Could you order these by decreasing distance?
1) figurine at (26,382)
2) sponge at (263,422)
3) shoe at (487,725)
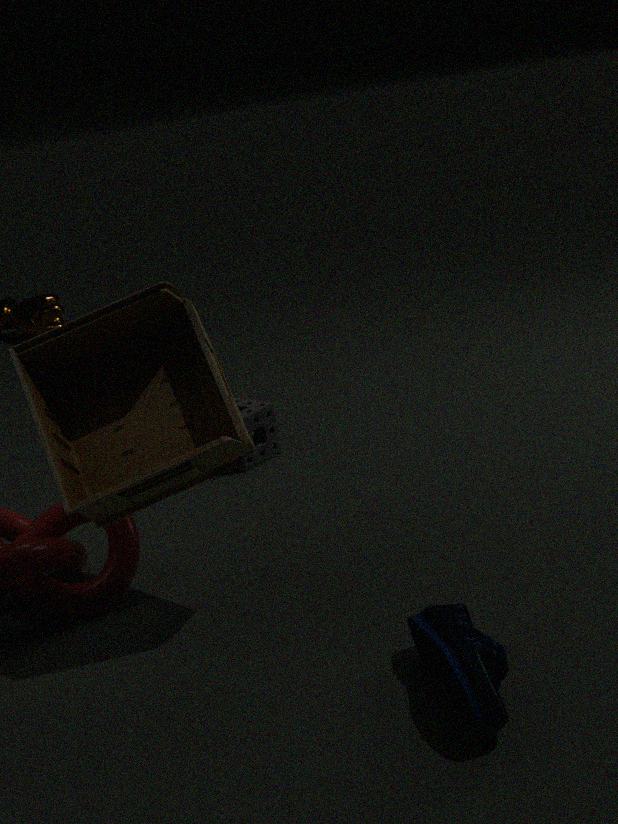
2. sponge at (263,422), 1. figurine at (26,382), 3. shoe at (487,725)
